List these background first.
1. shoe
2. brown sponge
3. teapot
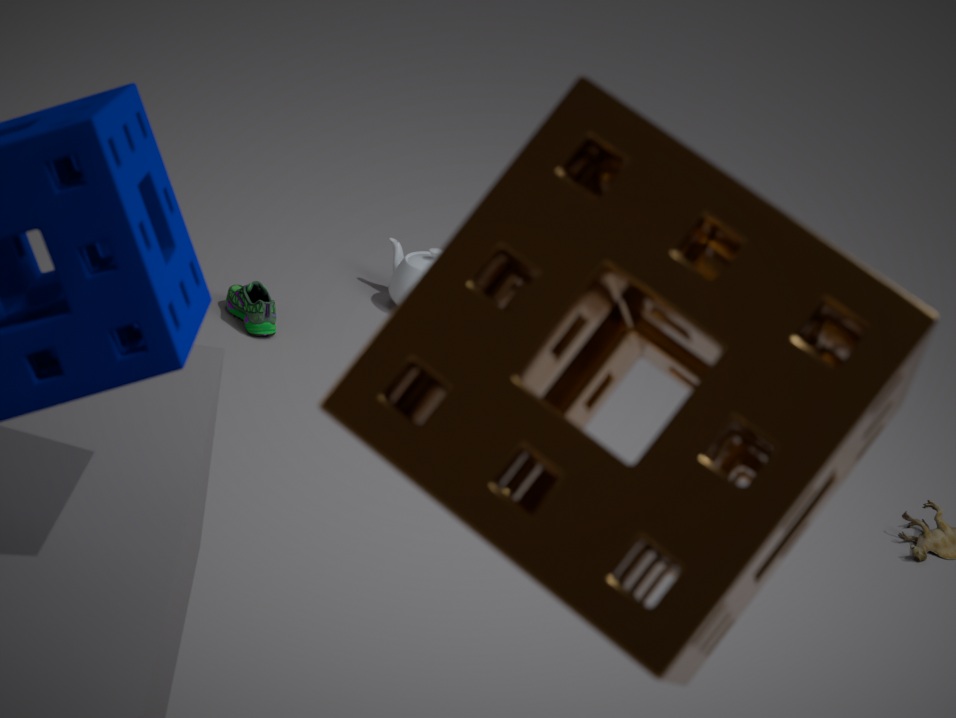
teapot
shoe
brown sponge
